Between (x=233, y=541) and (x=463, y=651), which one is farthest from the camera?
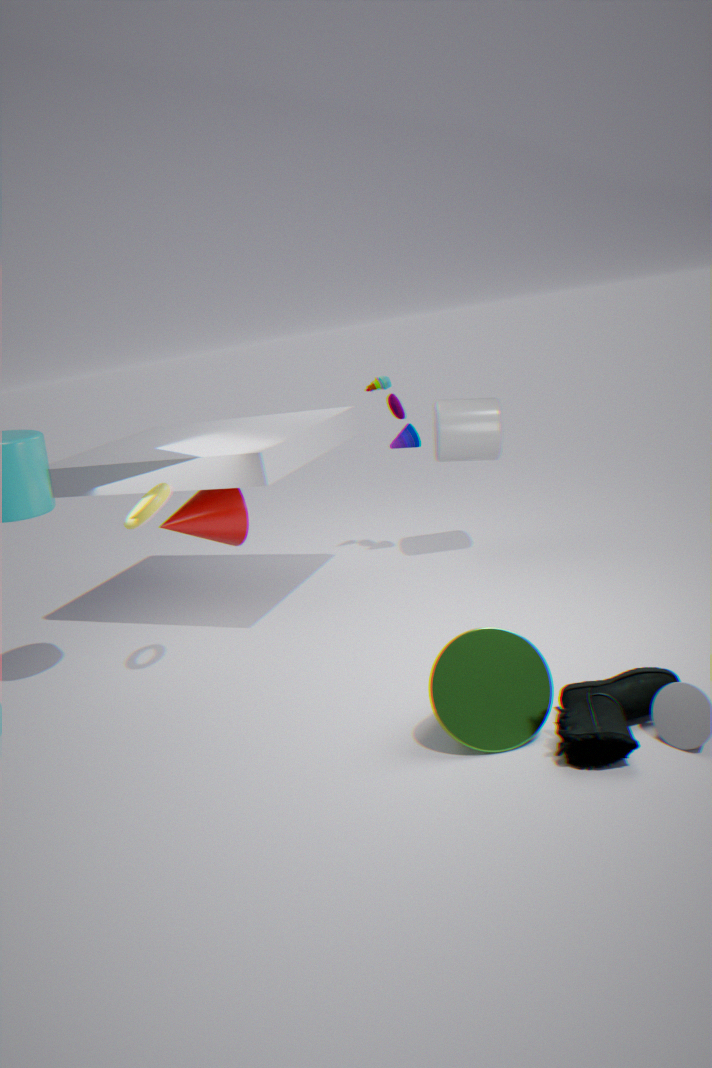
(x=233, y=541)
